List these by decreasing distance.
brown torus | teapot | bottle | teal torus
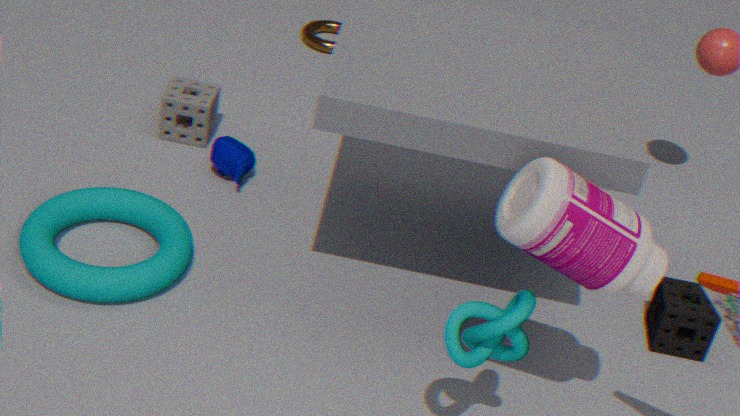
brown torus → teapot → teal torus → bottle
